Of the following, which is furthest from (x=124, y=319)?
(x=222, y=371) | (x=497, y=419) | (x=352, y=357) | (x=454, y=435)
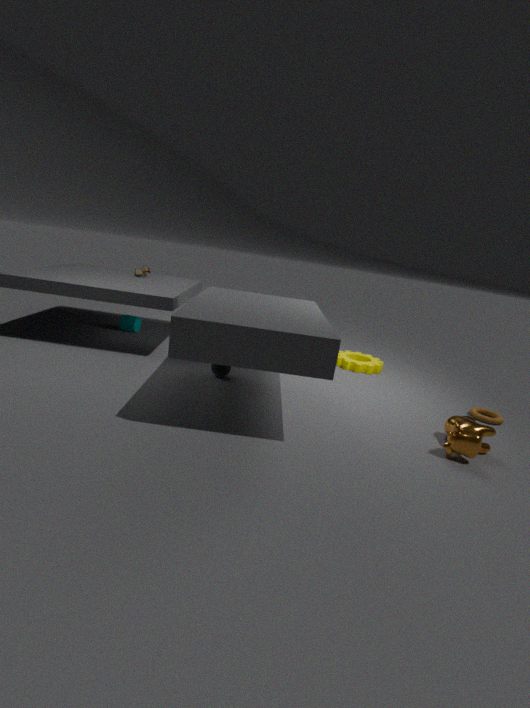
(x=497, y=419)
